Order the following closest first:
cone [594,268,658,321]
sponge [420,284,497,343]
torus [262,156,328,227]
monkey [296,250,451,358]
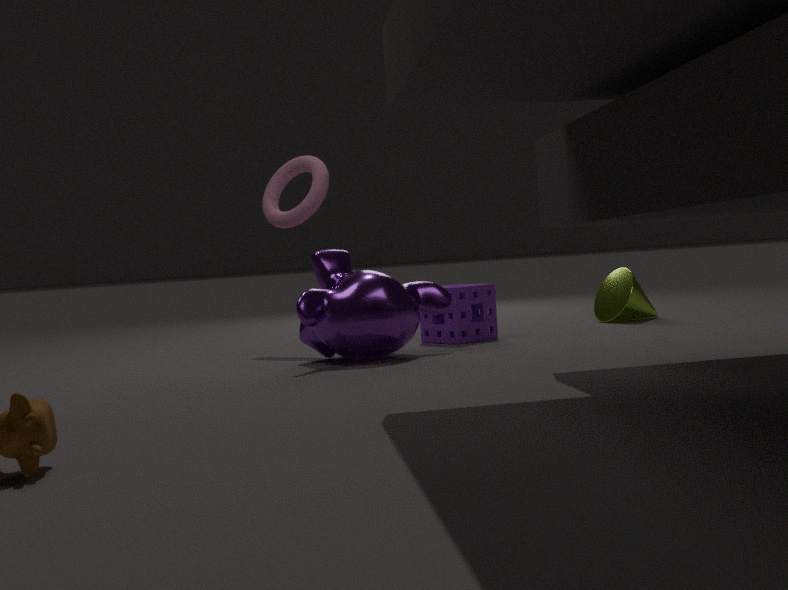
1. monkey [296,250,451,358]
2. sponge [420,284,497,343]
3. torus [262,156,328,227]
4. cone [594,268,658,321]
